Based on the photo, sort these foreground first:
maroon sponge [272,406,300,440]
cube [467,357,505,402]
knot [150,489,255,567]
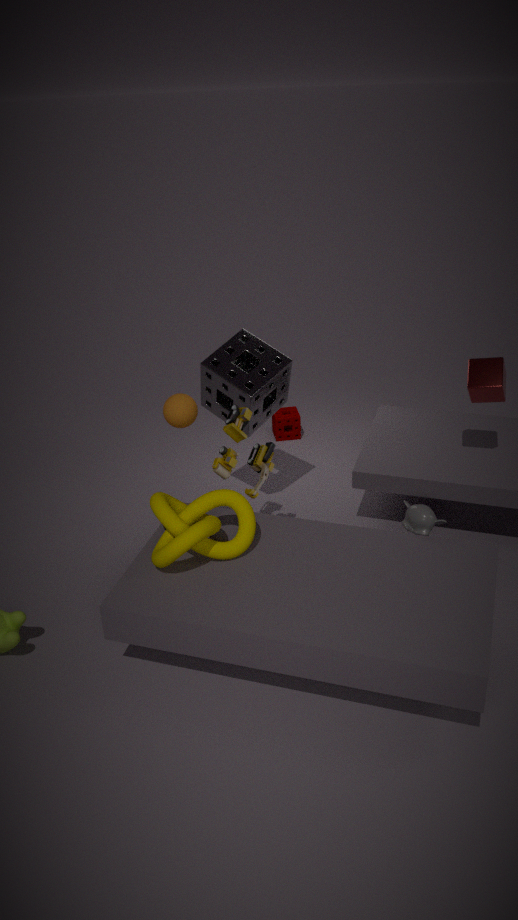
knot [150,489,255,567] → cube [467,357,505,402] → maroon sponge [272,406,300,440]
